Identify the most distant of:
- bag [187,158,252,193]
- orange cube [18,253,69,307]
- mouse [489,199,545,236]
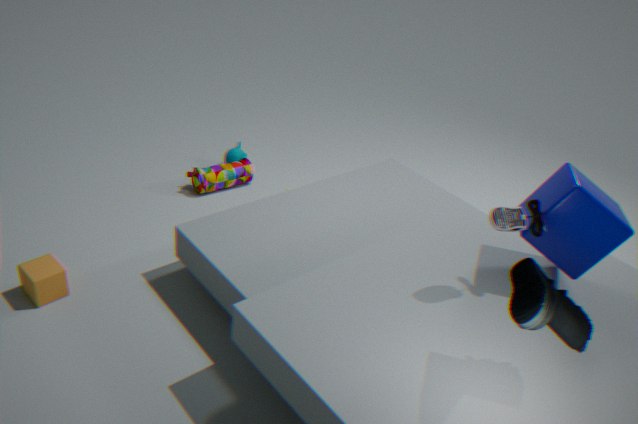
bag [187,158,252,193]
